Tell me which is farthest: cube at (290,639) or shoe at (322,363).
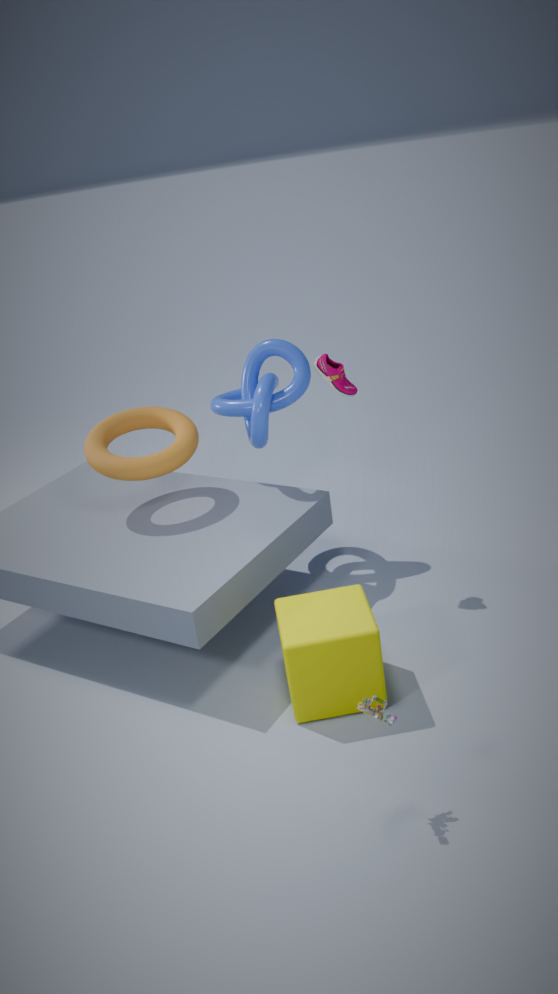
shoe at (322,363)
